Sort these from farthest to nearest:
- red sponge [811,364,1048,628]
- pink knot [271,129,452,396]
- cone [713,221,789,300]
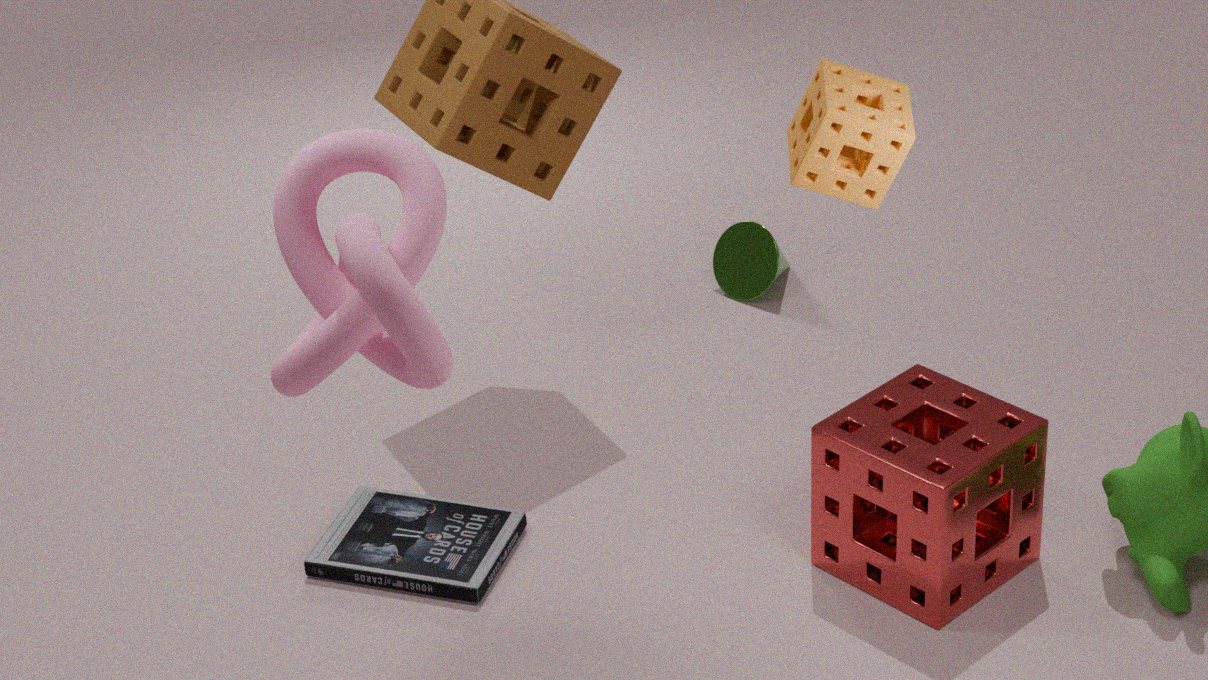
cone [713,221,789,300], red sponge [811,364,1048,628], pink knot [271,129,452,396]
